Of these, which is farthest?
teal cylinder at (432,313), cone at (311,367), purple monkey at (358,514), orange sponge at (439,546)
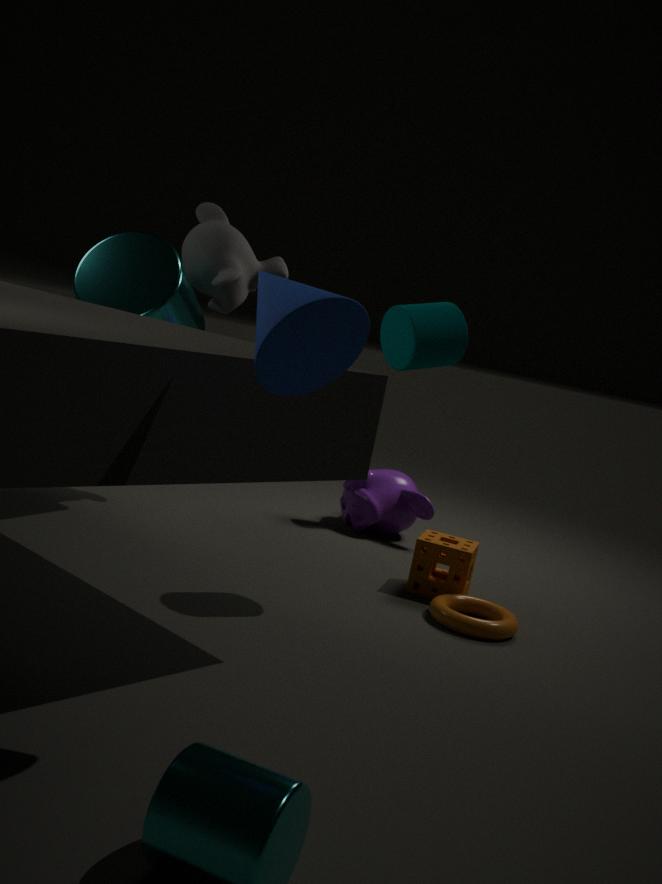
purple monkey at (358,514)
